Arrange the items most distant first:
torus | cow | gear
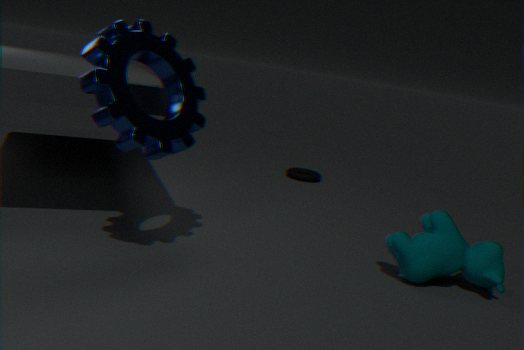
torus
cow
gear
